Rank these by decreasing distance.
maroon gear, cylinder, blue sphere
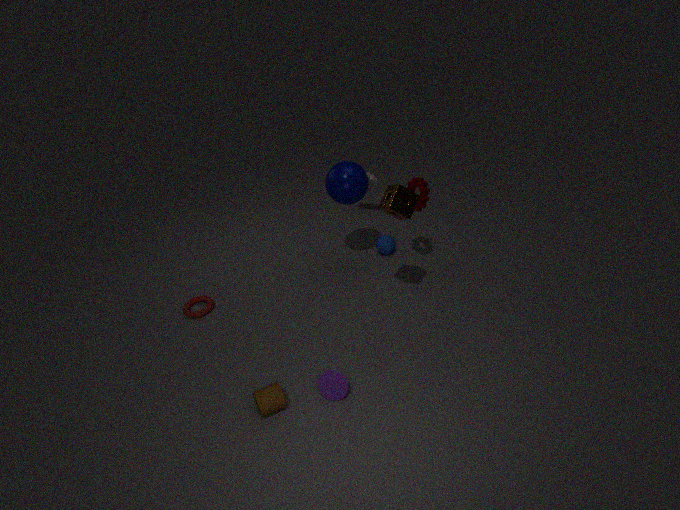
blue sphere
maroon gear
cylinder
